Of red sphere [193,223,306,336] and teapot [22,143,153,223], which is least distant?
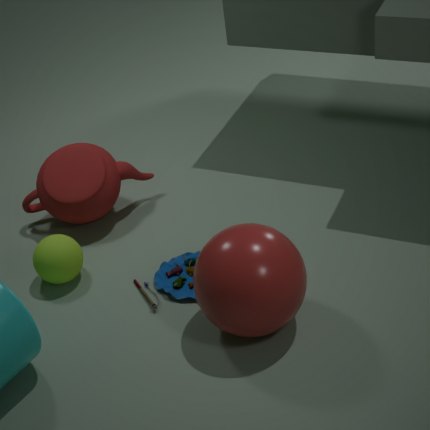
red sphere [193,223,306,336]
